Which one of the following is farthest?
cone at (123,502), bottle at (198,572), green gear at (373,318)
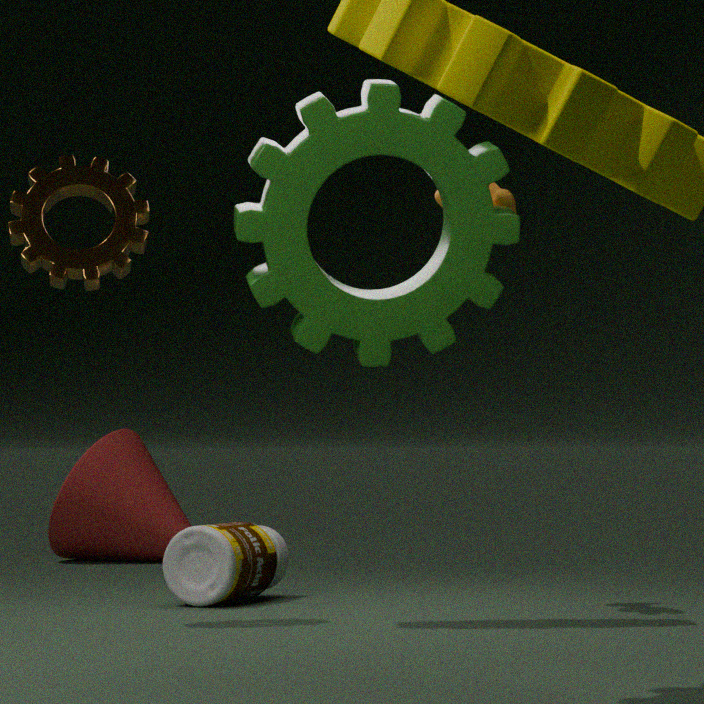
cone at (123,502)
